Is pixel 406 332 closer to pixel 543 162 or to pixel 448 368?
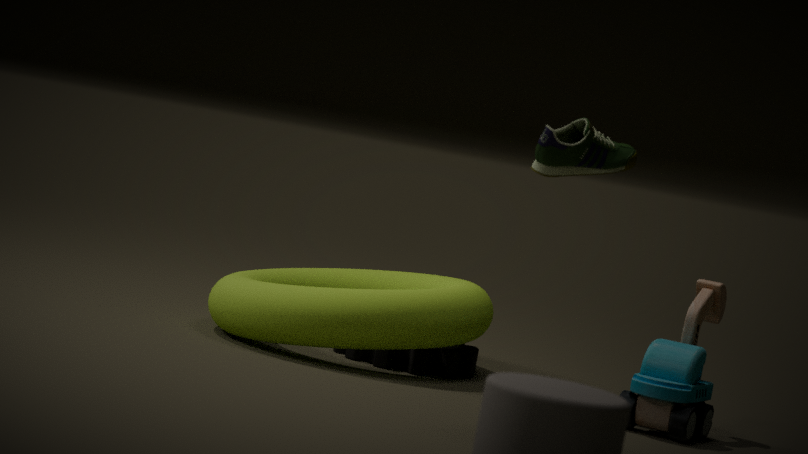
pixel 448 368
